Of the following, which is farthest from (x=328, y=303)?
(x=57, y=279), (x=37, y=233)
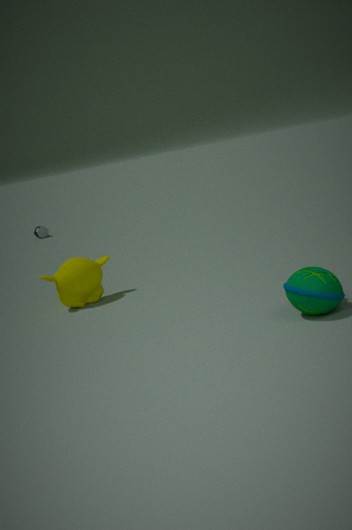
(x=37, y=233)
